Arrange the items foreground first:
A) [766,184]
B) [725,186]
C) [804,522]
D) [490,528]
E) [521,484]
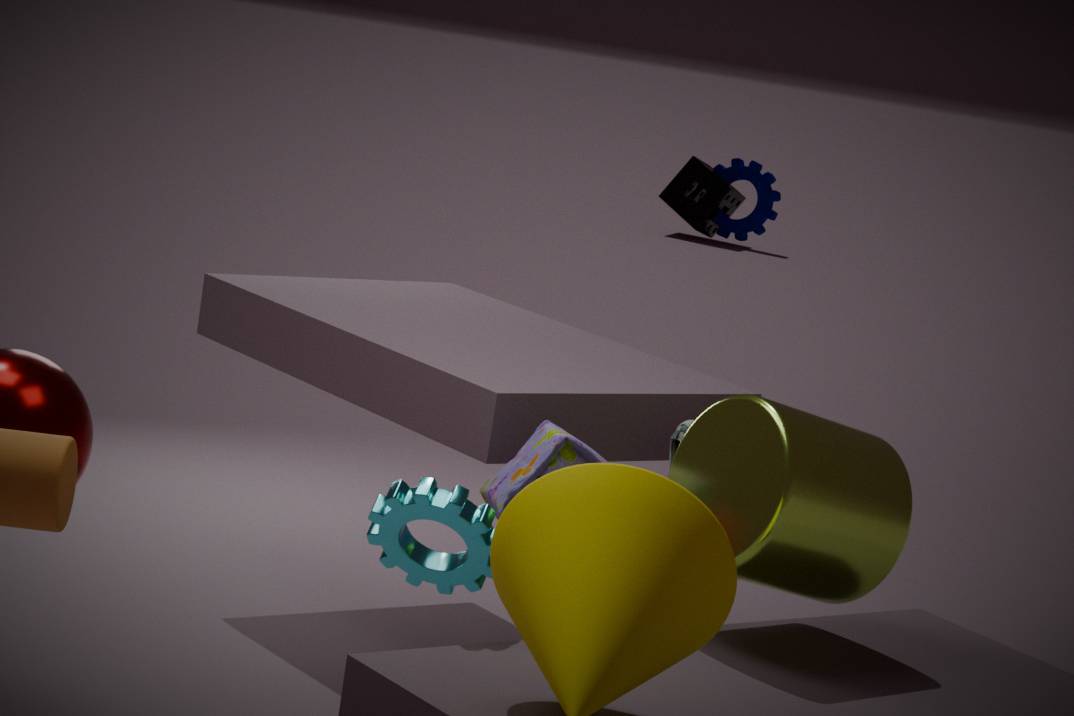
[490,528] → [804,522] → [521,484] → [725,186] → [766,184]
